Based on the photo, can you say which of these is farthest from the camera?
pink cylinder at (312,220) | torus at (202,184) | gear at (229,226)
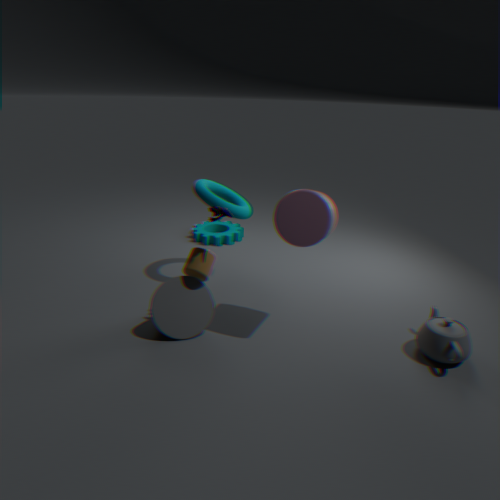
gear at (229,226)
